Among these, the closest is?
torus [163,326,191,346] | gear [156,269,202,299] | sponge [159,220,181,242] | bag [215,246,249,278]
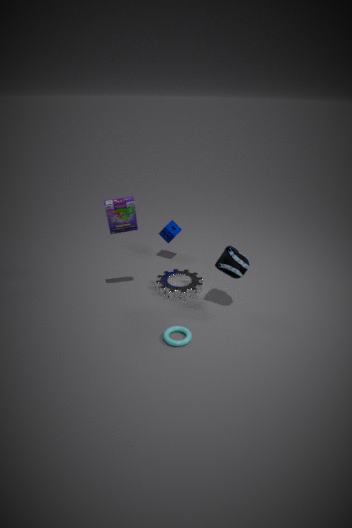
torus [163,326,191,346]
